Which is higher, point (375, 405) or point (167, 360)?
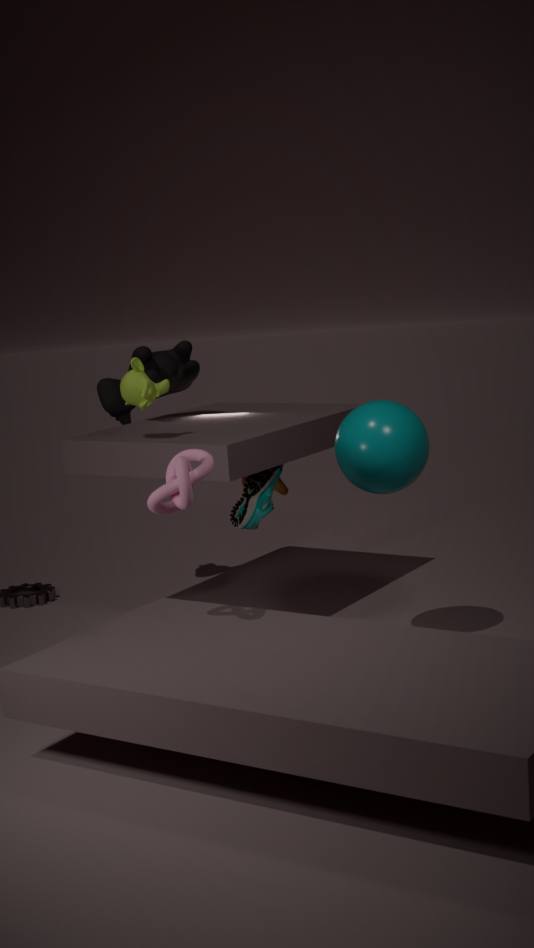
point (167, 360)
